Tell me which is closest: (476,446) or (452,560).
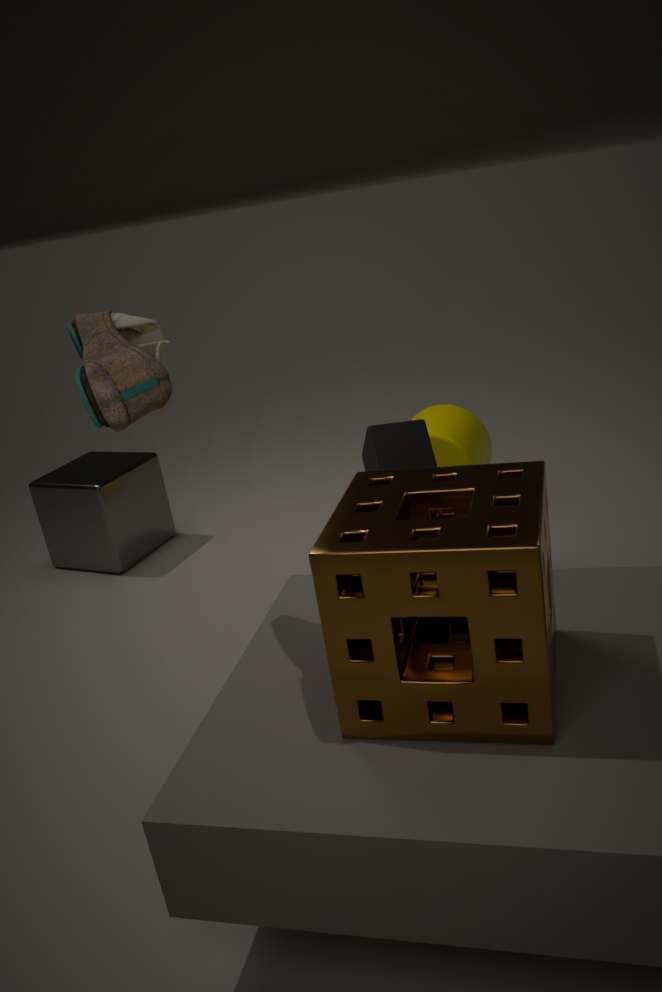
(452,560)
